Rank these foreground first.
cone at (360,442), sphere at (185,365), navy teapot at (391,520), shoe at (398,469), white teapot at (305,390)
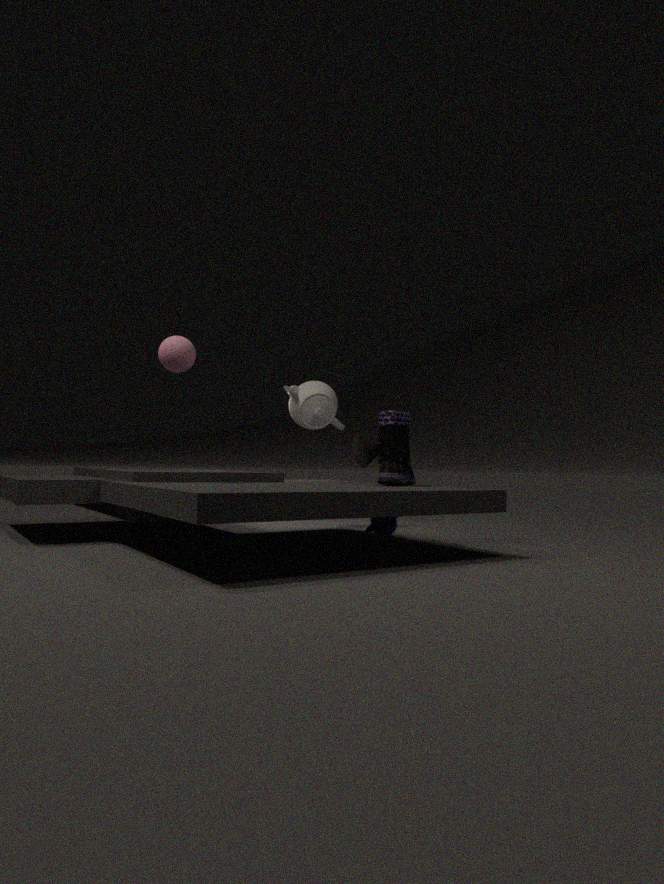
sphere at (185,365) < shoe at (398,469) < navy teapot at (391,520) < white teapot at (305,390) < cone at (360,442)
